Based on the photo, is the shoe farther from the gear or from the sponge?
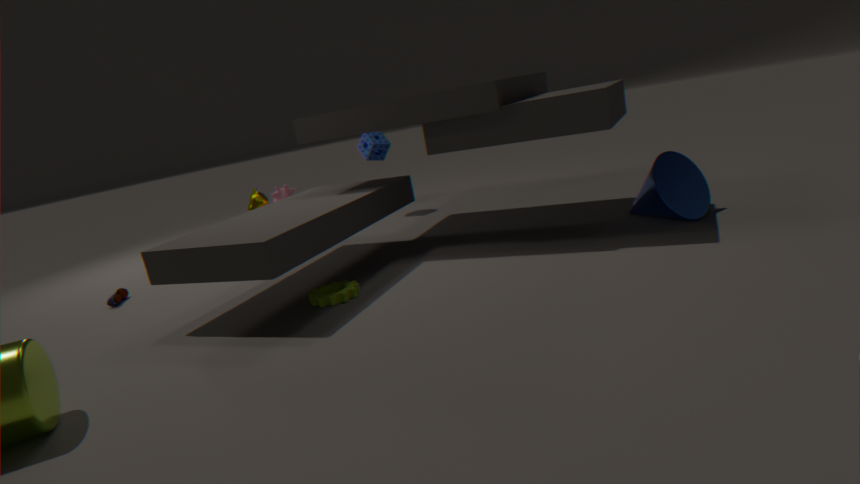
the sponge
